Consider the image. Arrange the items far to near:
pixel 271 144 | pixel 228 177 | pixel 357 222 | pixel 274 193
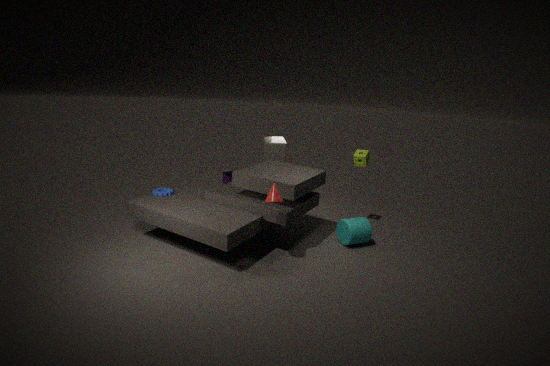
1. pixel 228 177
2. pixel 271 144
3. pixel 357 222
4. pixel 274 193
